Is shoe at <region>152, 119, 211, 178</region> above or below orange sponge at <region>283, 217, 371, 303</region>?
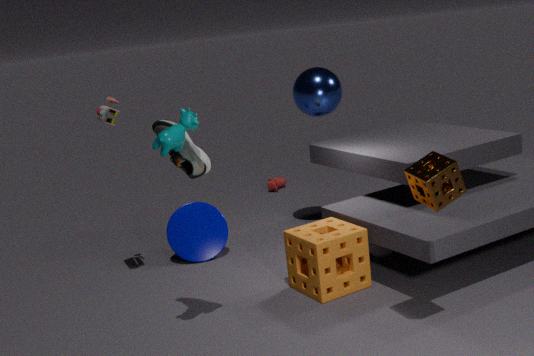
above
